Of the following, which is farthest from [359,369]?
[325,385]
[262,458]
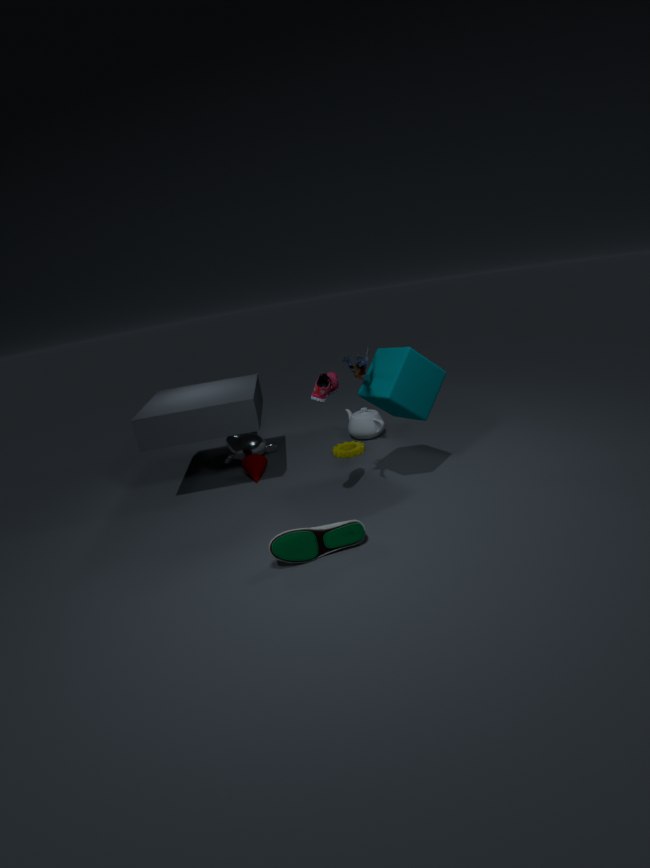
[262,458]
